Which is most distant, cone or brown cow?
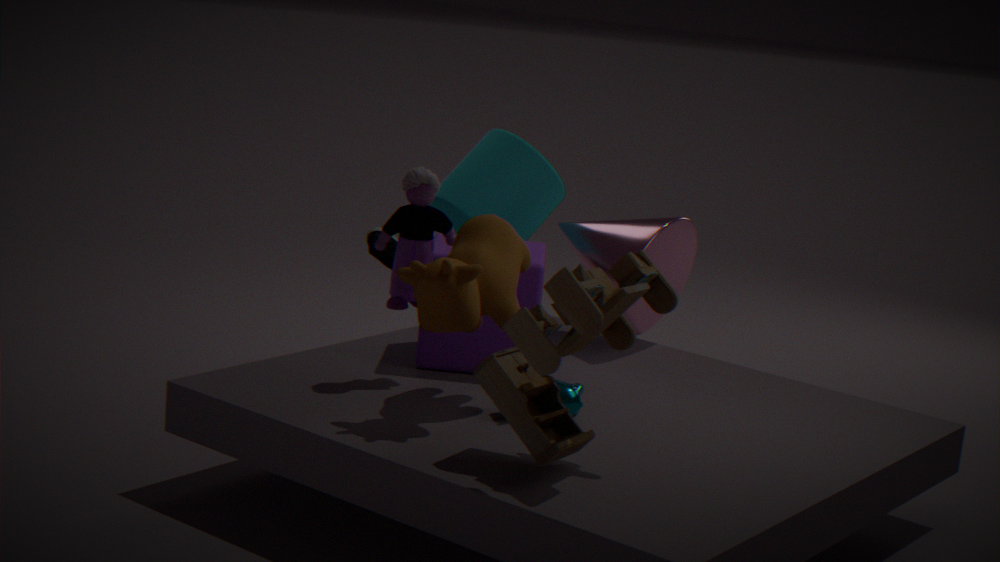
cone
